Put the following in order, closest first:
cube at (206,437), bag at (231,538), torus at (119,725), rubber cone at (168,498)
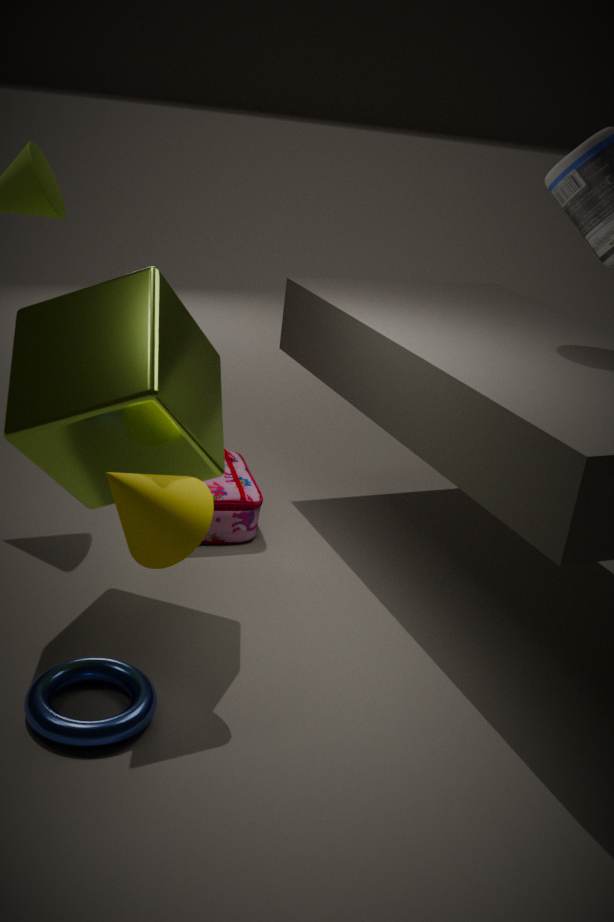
torus at (119,725) < rubber cone at (168,498) < cube at (206,437) < bag at (231,538)
